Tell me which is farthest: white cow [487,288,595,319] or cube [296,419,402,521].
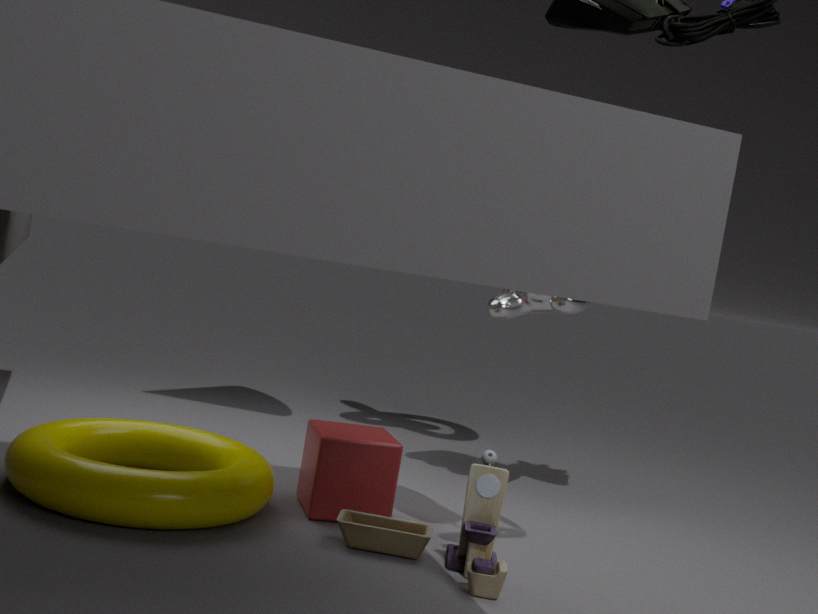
white cow [487,288,595,319]
